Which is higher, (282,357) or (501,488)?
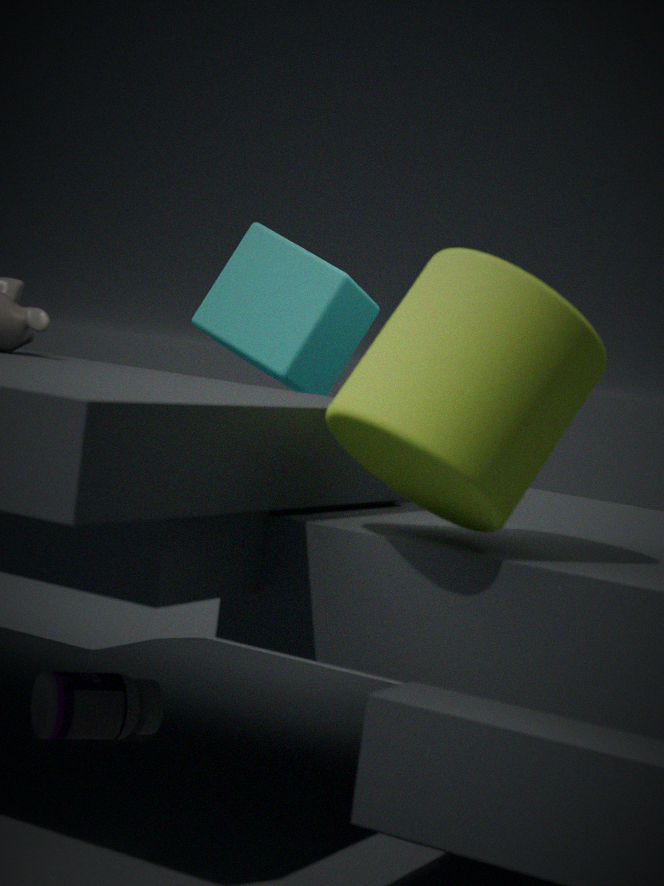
(282,357)
